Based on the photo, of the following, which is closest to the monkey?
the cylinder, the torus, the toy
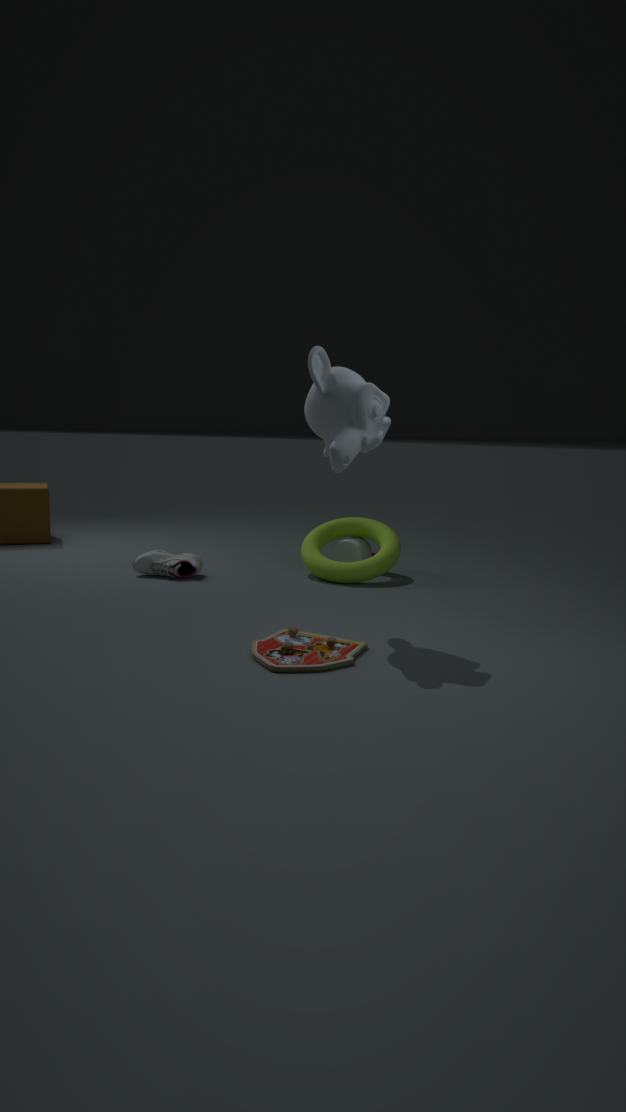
the toy
